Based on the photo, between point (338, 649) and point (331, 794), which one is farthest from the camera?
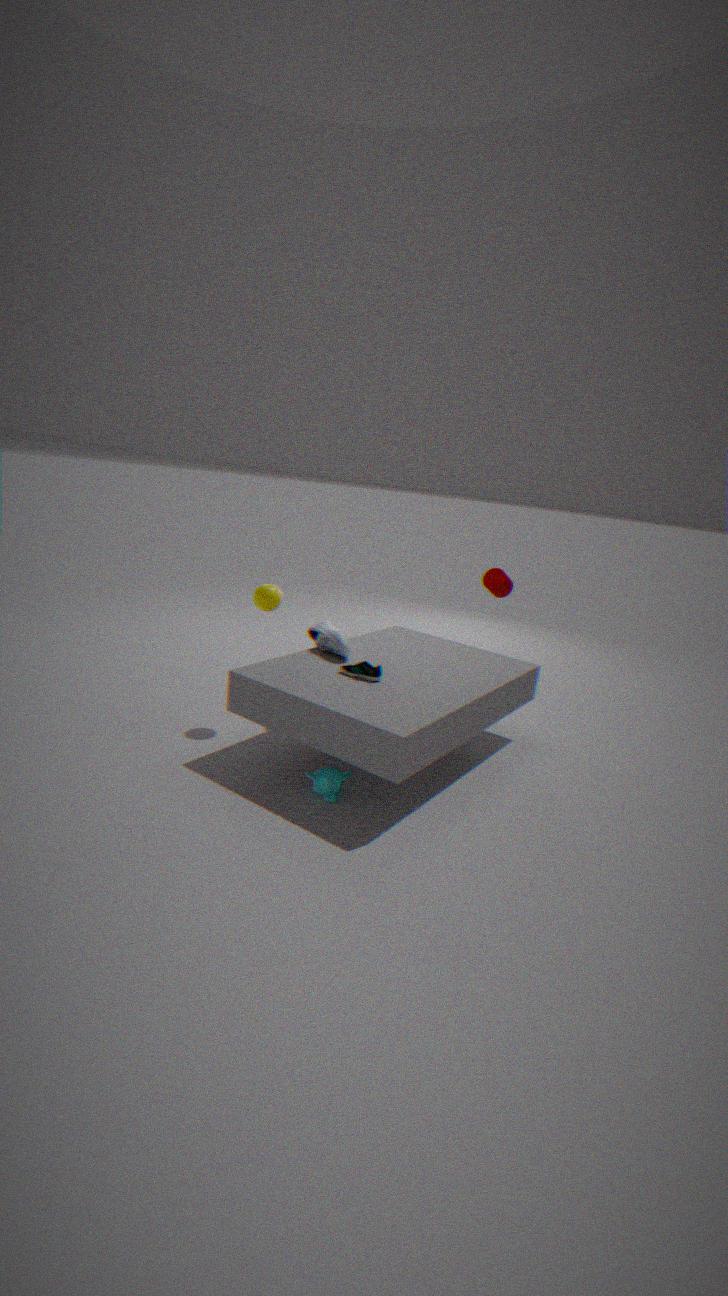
point (338, 649)
